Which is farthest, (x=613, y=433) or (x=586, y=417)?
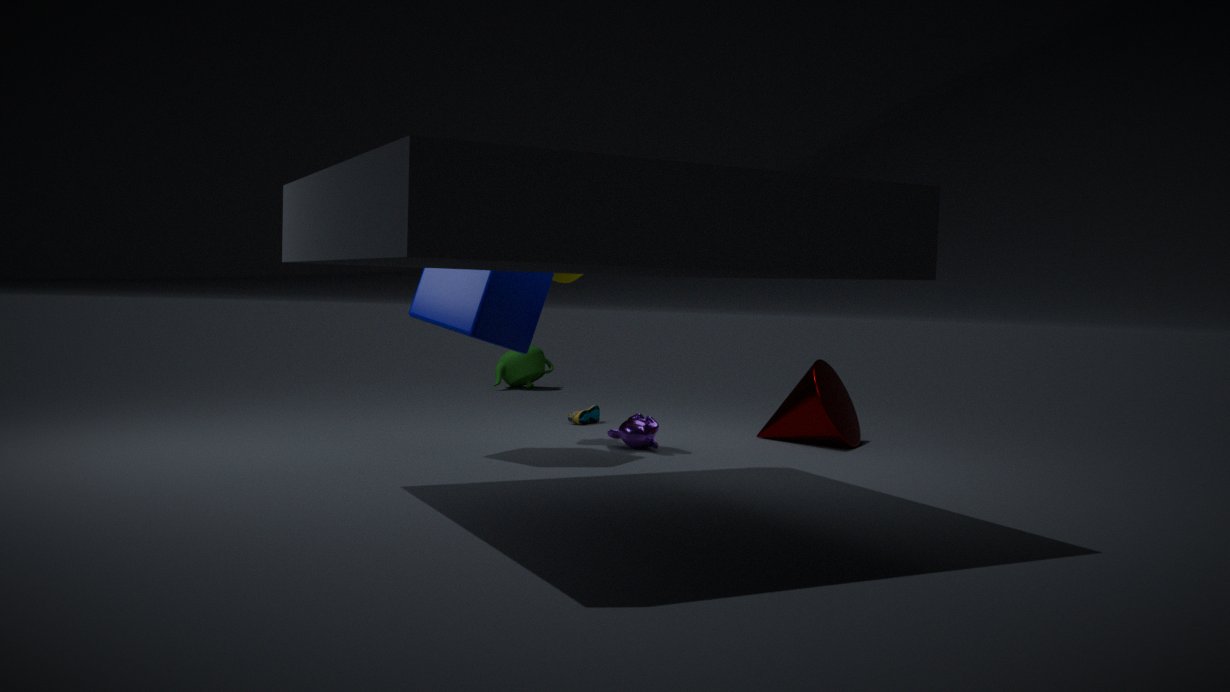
(x=586, y=417)
